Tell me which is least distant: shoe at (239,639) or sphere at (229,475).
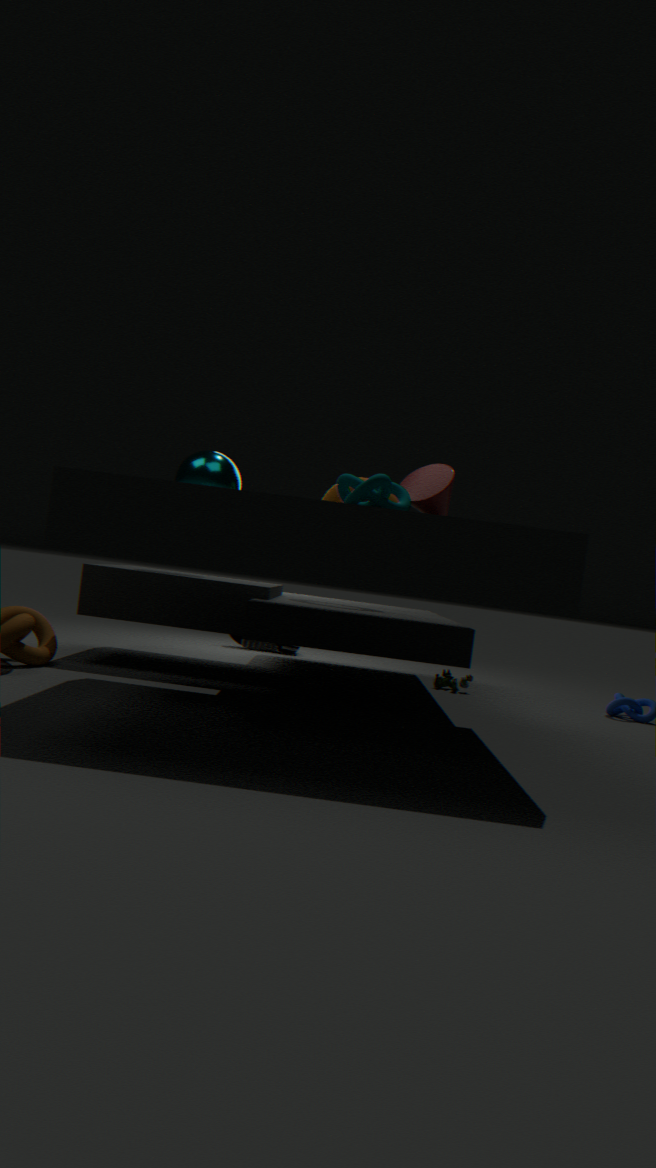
→ sphere at (229,475)
